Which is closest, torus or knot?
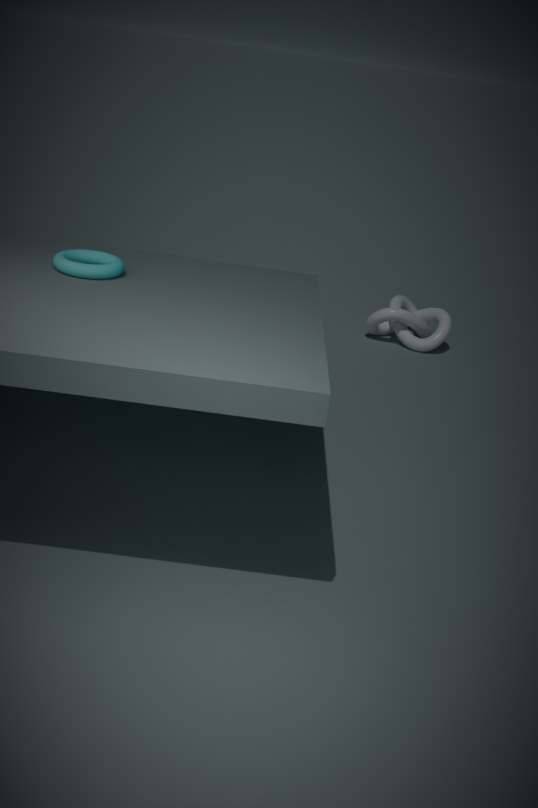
torus
